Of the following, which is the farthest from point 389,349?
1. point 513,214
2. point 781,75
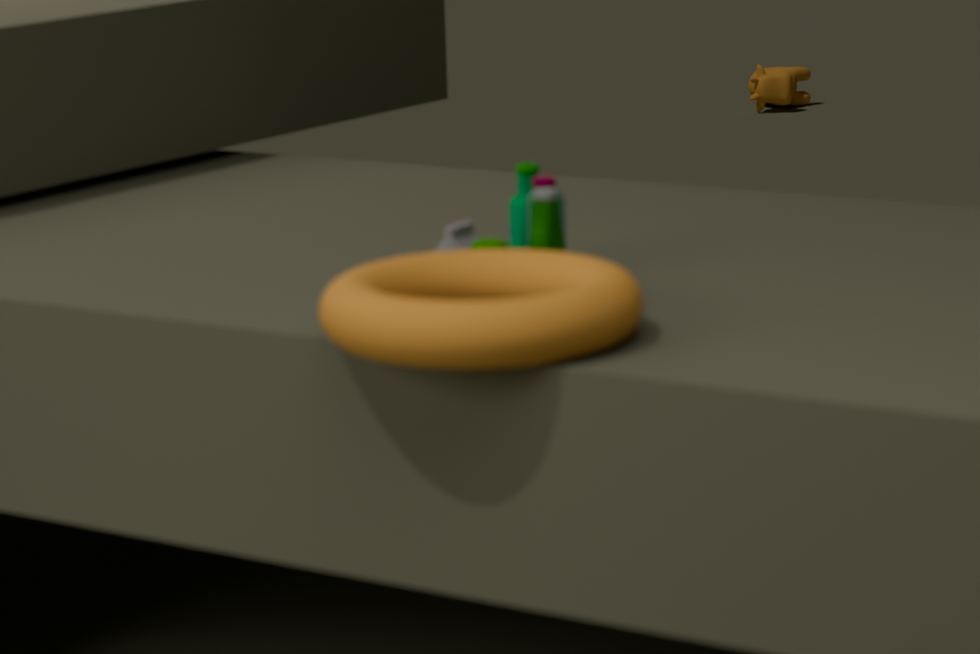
point 781,75
